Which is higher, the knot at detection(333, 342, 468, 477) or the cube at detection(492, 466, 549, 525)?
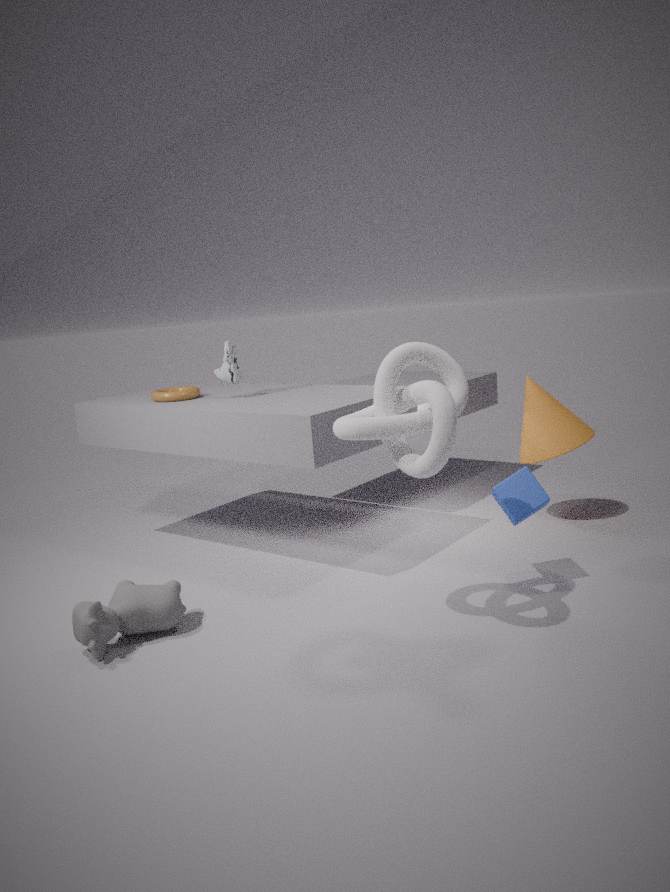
the knot at detection(333, 342, 468, 477)
